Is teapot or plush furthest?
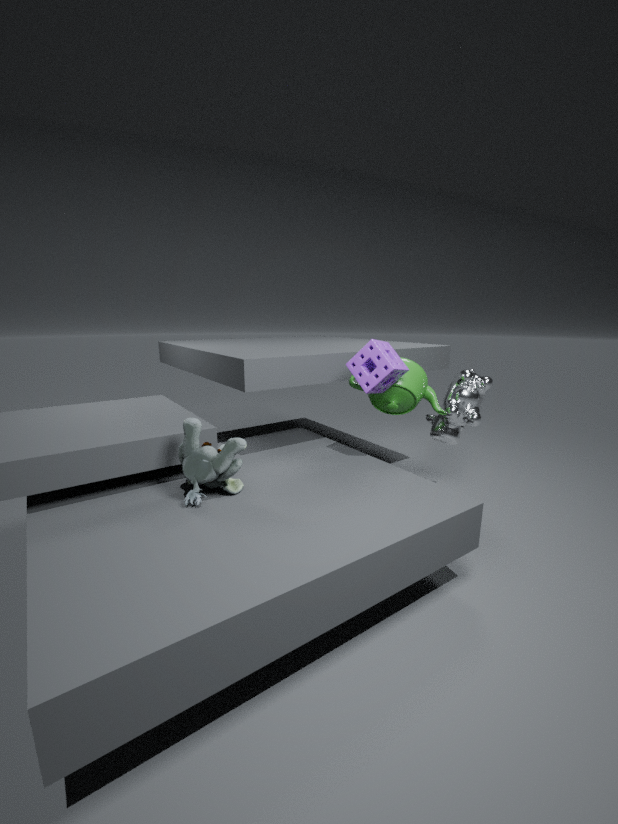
teapot
